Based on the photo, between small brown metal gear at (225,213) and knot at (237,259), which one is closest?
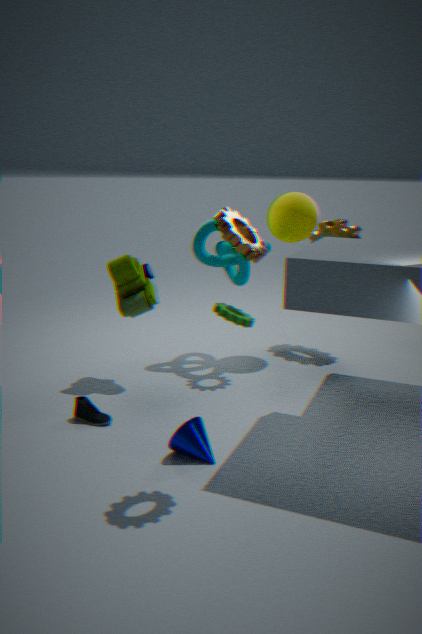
small brown metal gear at (225,213)
